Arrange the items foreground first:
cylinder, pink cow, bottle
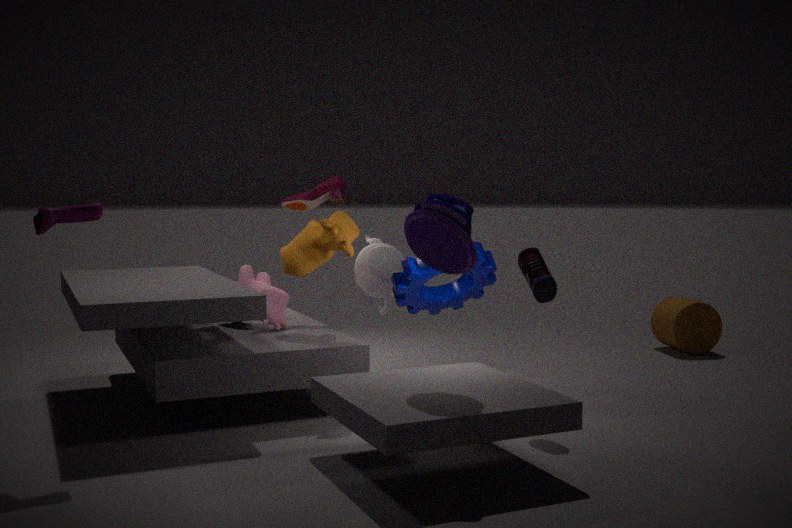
1. bottle
2. pink cow
3. cylinder
